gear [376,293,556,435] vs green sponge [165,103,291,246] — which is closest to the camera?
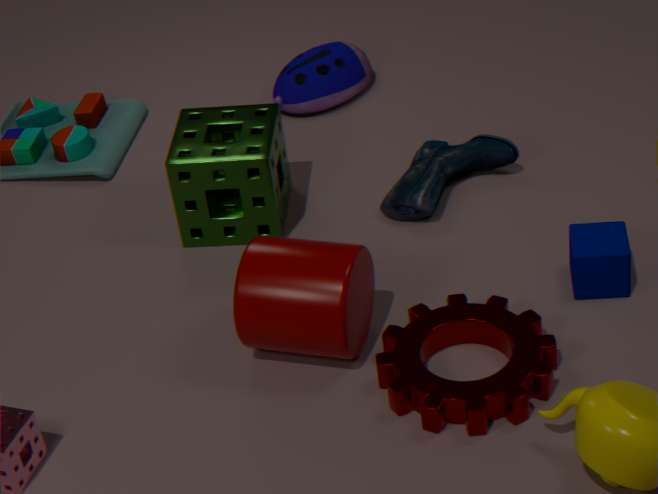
gear [376,293,556,435]
